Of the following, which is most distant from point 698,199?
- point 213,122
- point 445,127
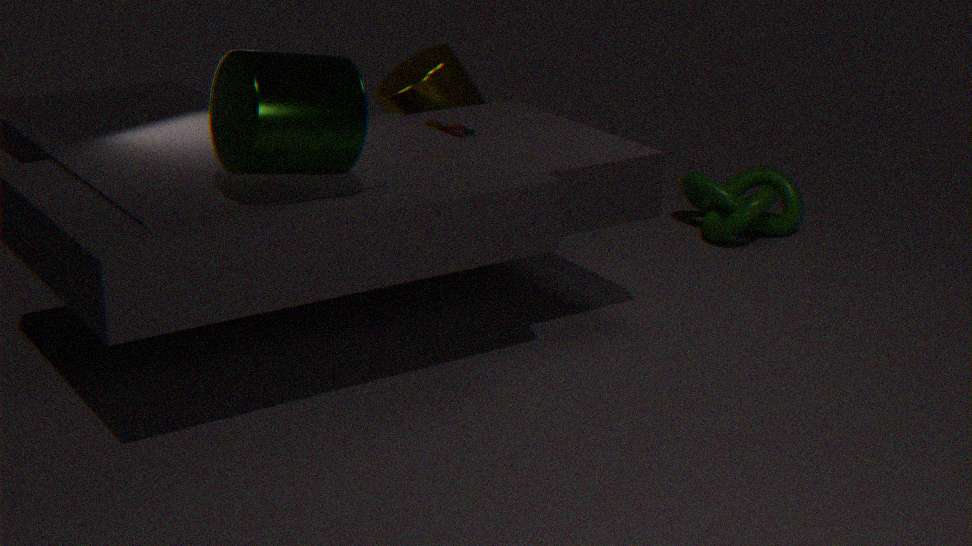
point 213,122
